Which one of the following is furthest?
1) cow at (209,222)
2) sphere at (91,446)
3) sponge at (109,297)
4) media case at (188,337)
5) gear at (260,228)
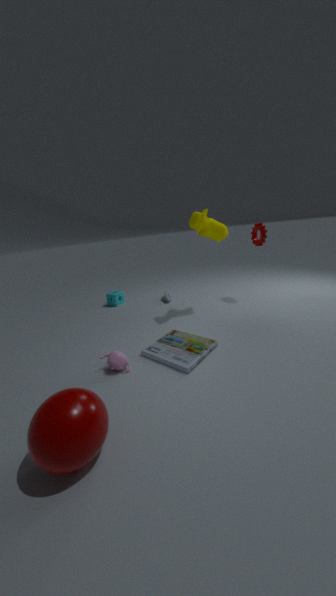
3. sponge at (109,297)
